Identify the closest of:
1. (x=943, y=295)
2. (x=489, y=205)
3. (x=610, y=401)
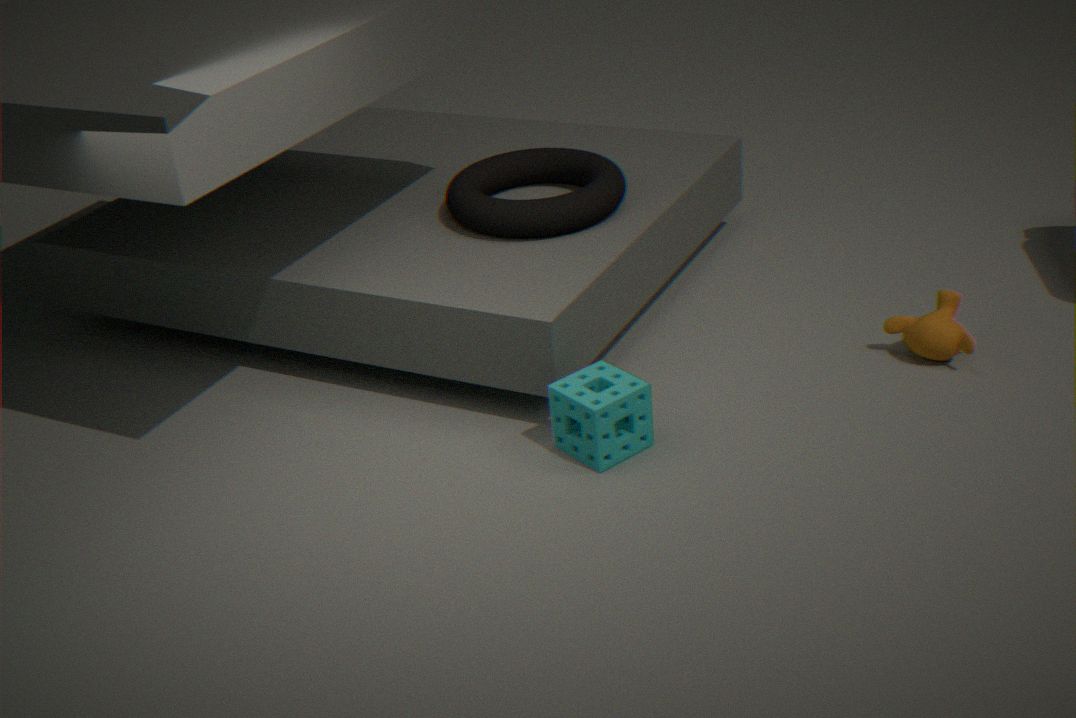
(x=610, y=401)
